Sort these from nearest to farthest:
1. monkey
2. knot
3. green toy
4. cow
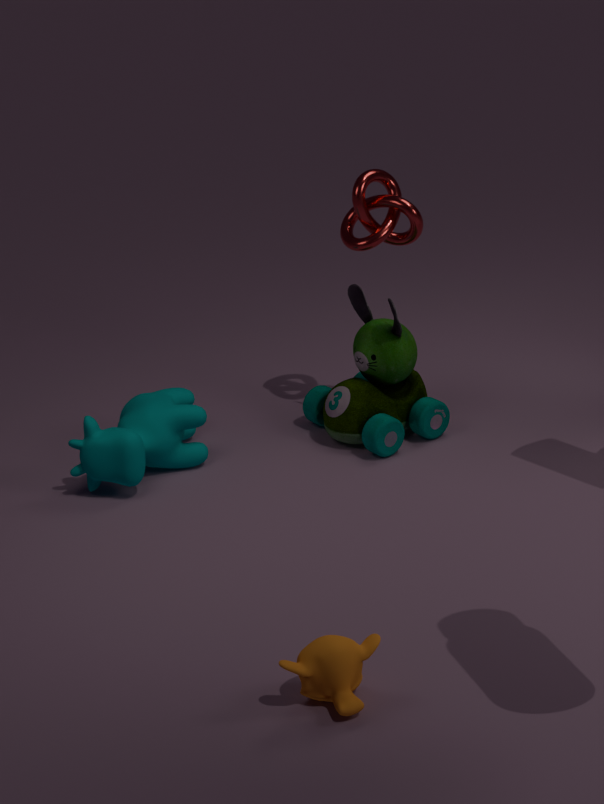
monkey, cow, green toy, knot
